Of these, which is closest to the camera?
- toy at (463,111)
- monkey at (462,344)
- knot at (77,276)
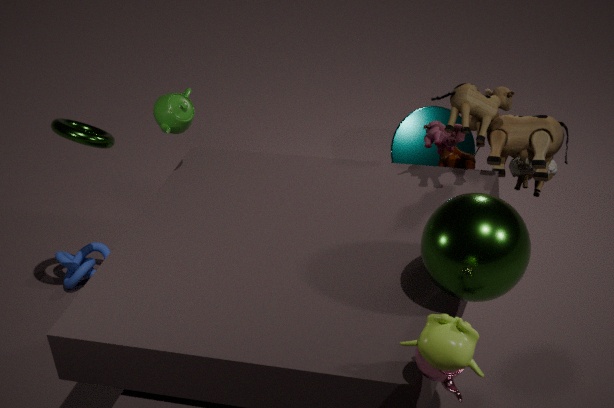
monkey at (462,344)
